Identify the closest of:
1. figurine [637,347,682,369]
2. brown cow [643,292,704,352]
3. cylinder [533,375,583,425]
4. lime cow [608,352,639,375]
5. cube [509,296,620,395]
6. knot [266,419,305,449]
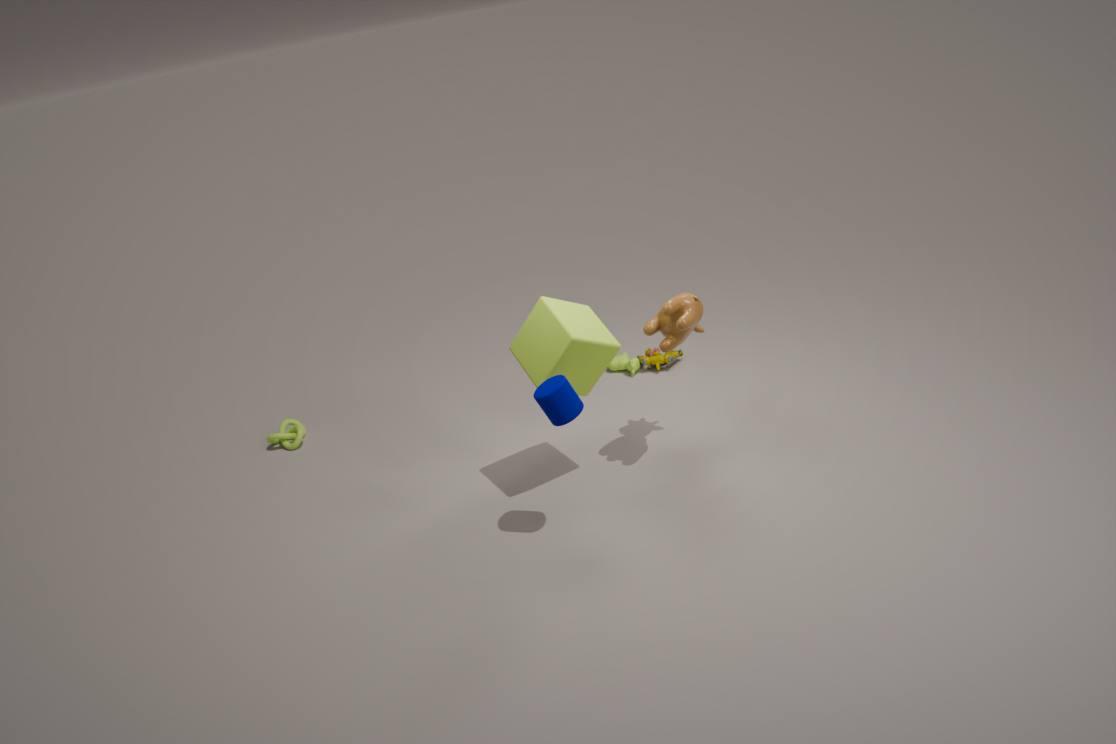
cylinder [533,375,583,425]
